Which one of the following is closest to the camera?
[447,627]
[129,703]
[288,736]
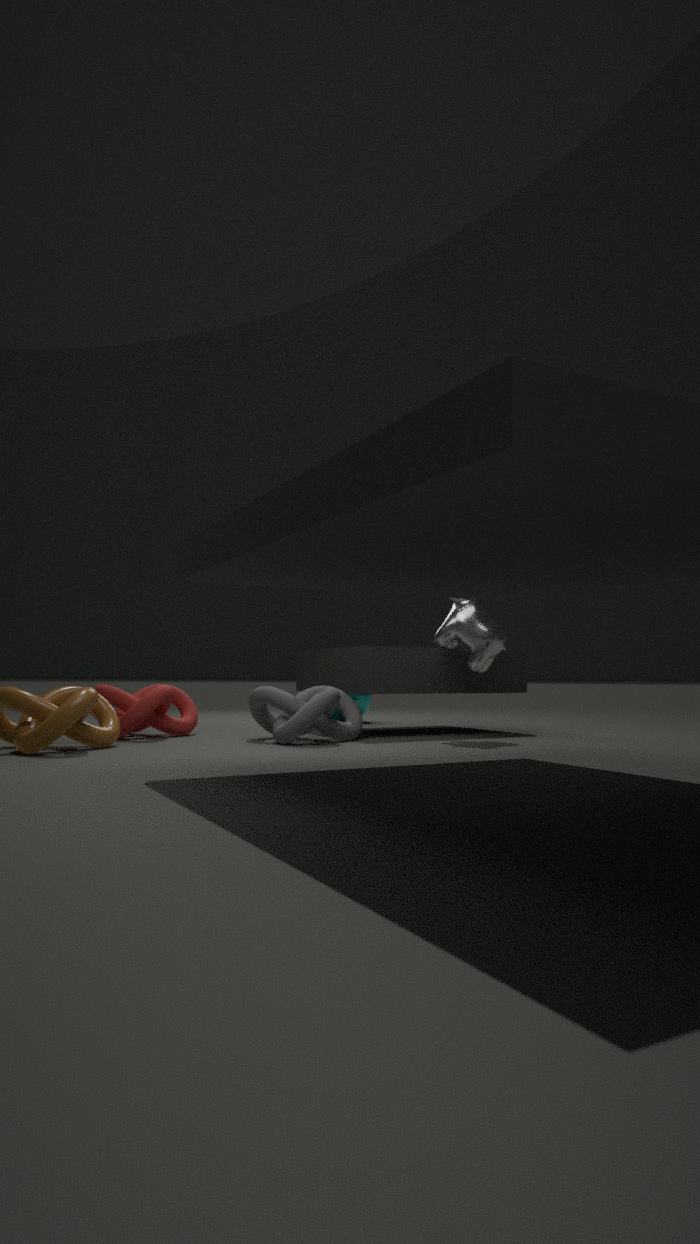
[288,736]
